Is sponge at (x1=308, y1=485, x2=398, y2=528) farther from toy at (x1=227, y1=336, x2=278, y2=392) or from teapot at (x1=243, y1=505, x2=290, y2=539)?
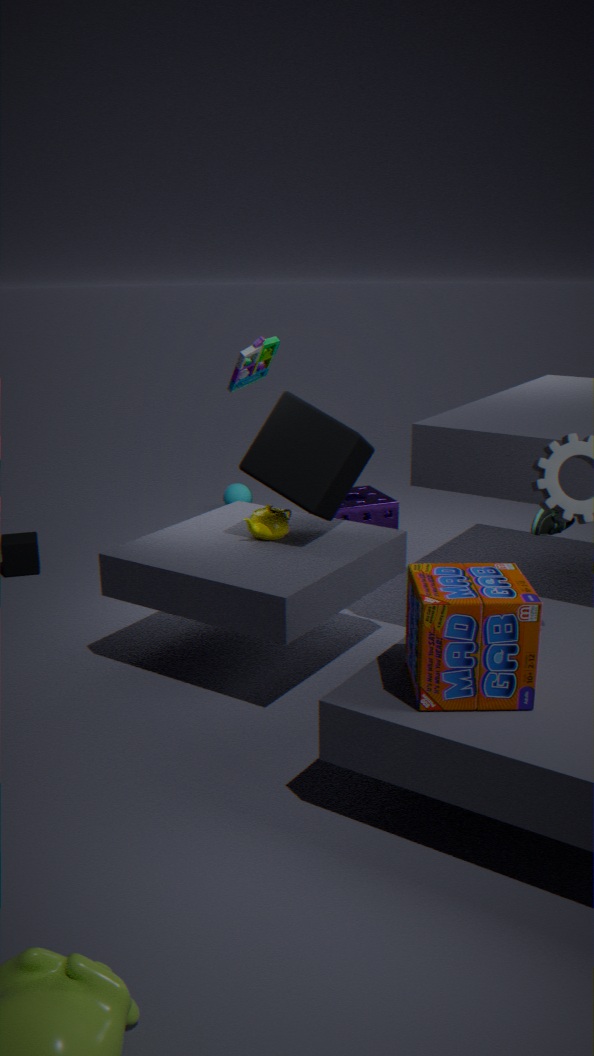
teapot at (x1=243, y1=505, x2=290, y2=539)
